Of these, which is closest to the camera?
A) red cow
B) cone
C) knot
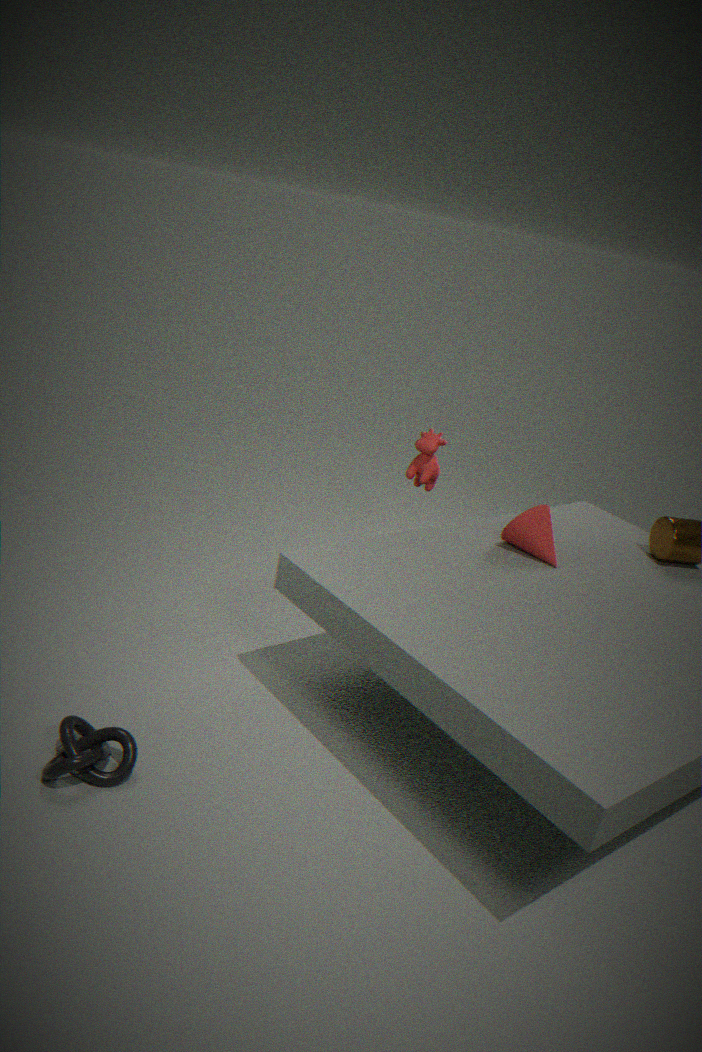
knot
